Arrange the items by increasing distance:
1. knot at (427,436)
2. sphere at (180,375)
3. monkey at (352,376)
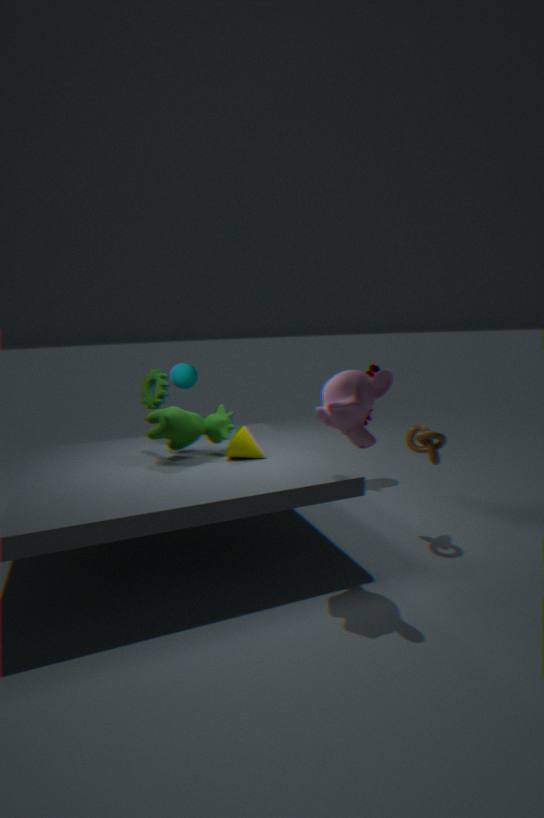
monkey at (352,376), knot at (427,436), sphere at (180,375)
